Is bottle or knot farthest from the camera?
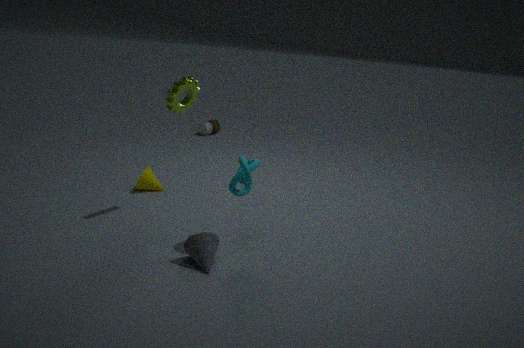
bottle
